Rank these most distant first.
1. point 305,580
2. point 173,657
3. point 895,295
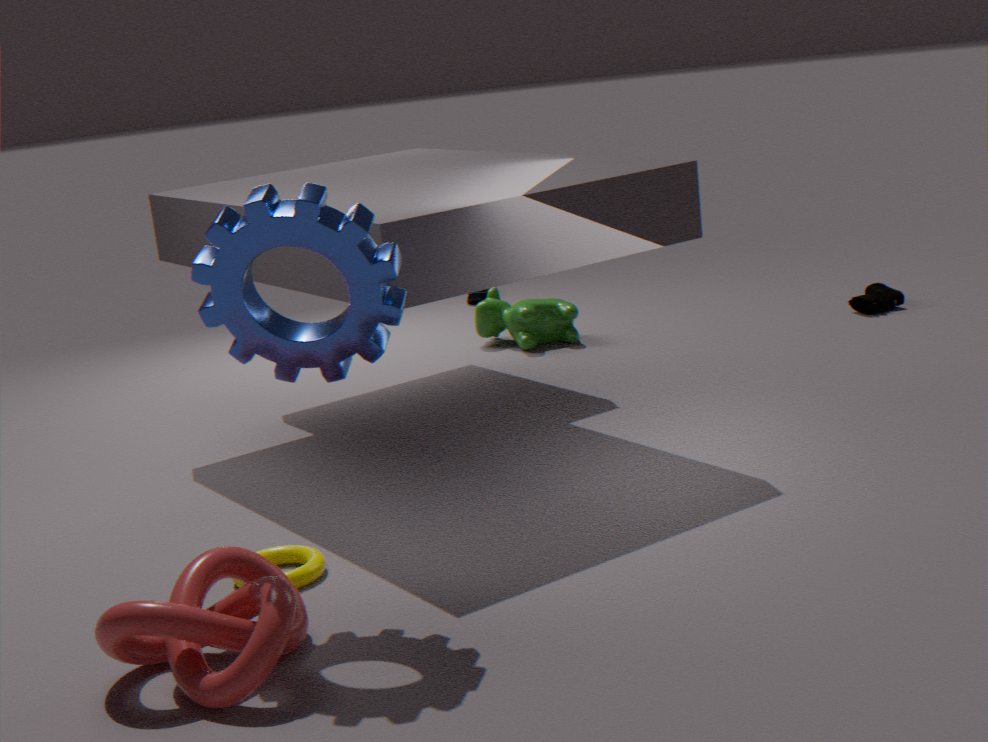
1. point 895,295
2. point 305,580
3. point 173,657
